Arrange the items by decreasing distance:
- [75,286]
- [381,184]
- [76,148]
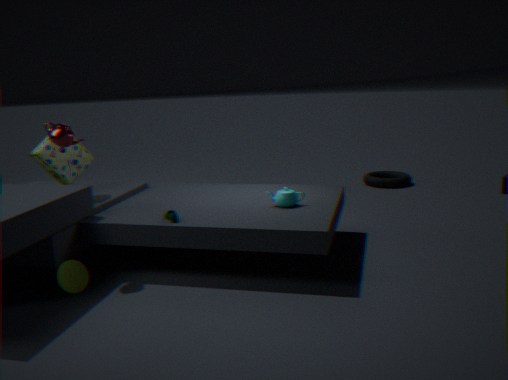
1. [381,184]
2. [76,148]
3. [75,286]
